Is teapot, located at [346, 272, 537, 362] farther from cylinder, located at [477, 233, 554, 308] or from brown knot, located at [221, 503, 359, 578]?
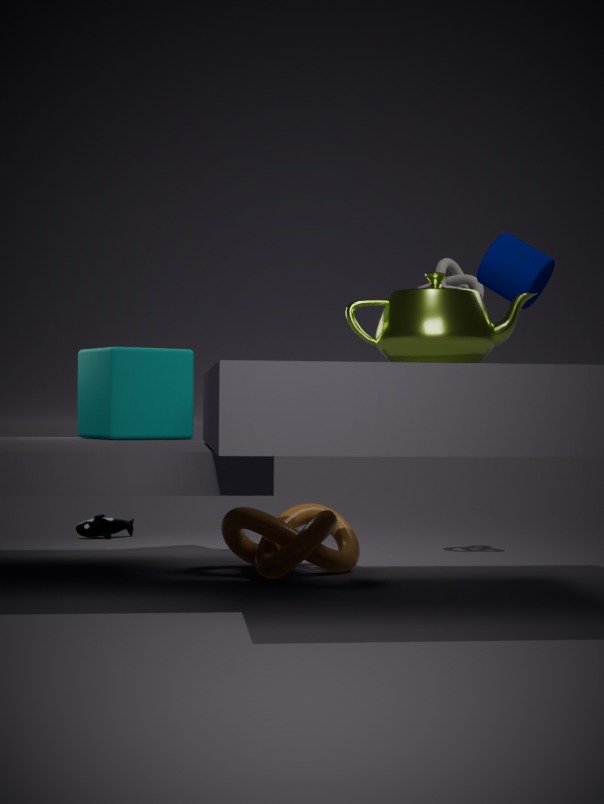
brown knot, located at [221, 503, 359, 578]
